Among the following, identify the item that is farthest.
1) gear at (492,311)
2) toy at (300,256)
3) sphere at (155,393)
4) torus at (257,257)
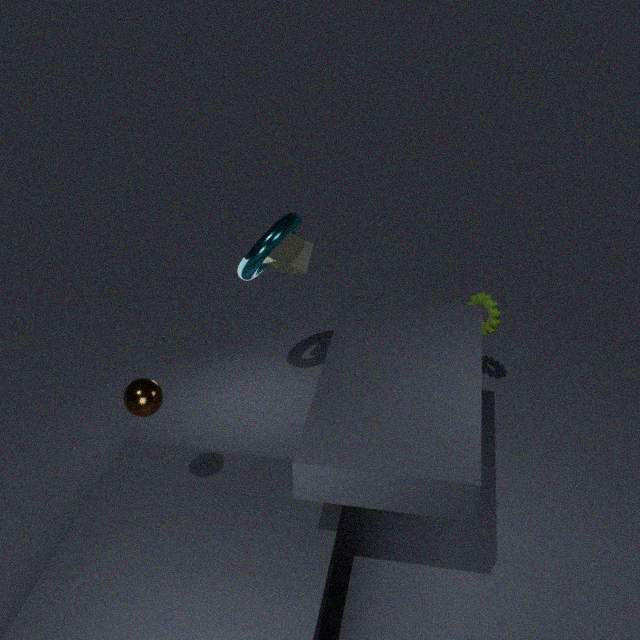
1. gear at (492,311)
